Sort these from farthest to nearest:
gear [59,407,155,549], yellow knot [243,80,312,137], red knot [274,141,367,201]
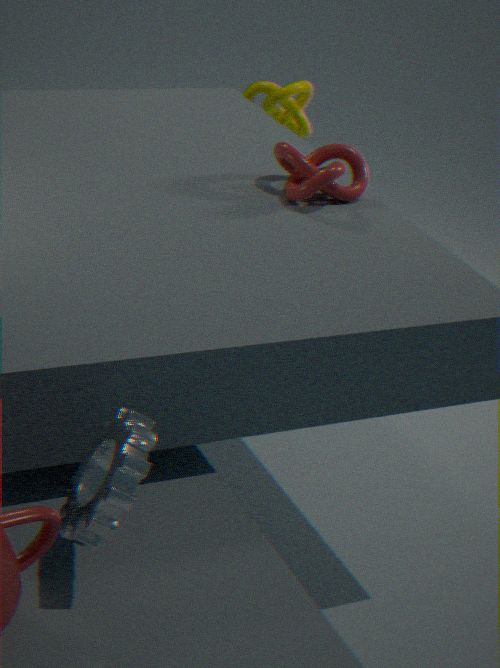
1. yellow knot [243,80,312,137]
2. red knot [274,141,367,201]
3. gear [59,407,155,549]
